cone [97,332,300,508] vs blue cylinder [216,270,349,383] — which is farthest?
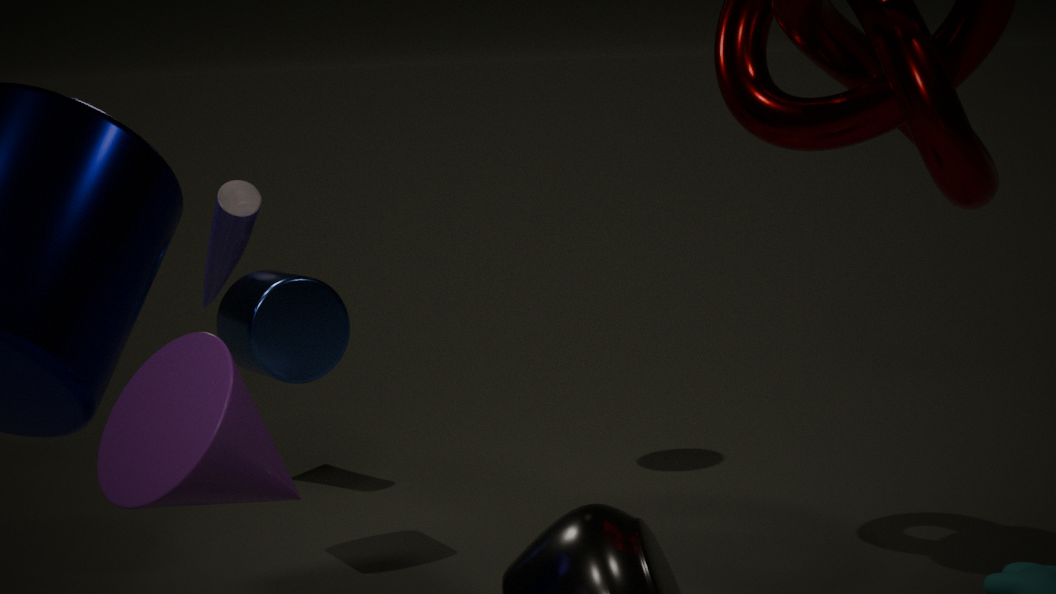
blue cylinder [216,270,349,383]
